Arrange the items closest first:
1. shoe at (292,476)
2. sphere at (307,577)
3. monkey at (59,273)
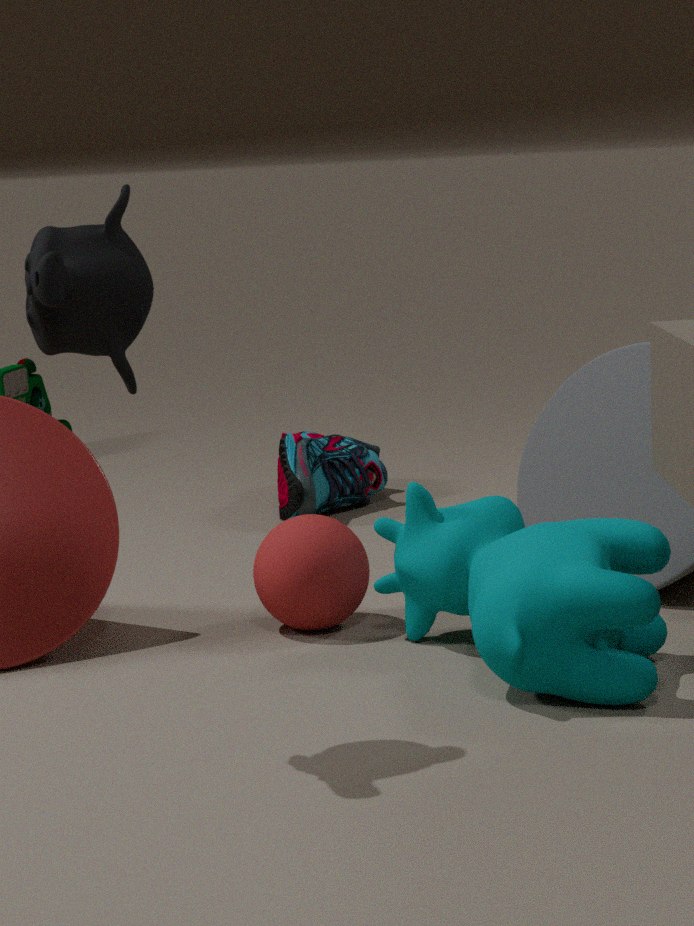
monkey at (59,273) < sphere at (307,577) < shoe at (292,476)
